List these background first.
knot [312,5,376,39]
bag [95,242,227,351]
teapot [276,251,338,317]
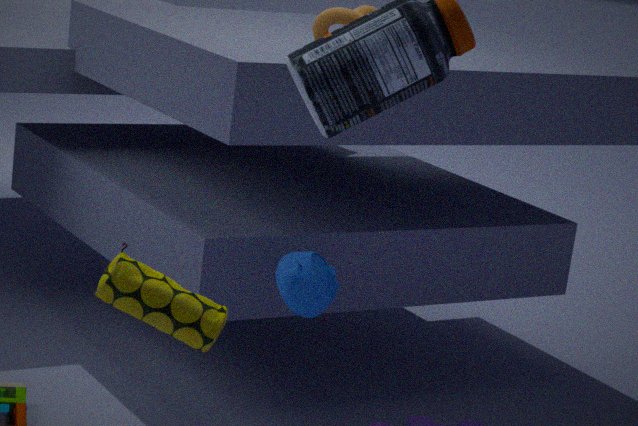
knot [312,5,376,39]
teapot [276,251,338,317]
bag [95,242,227,351]
